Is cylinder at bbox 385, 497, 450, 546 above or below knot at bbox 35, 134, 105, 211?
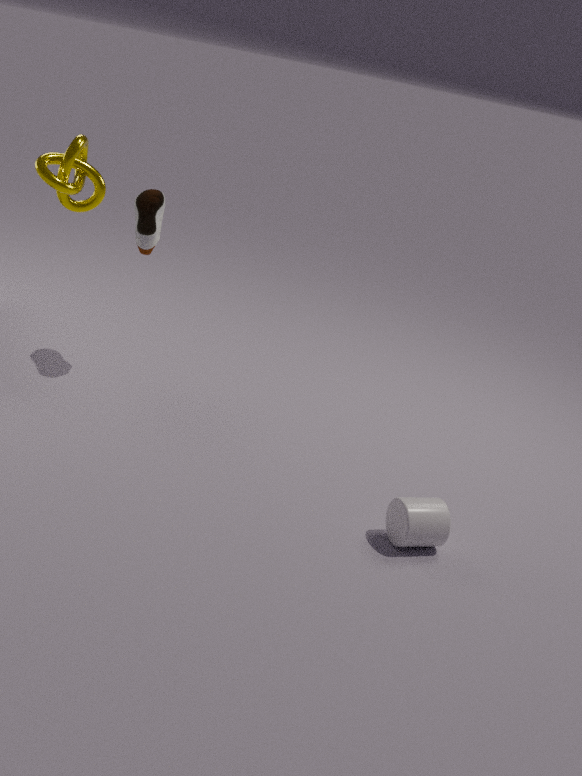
below
